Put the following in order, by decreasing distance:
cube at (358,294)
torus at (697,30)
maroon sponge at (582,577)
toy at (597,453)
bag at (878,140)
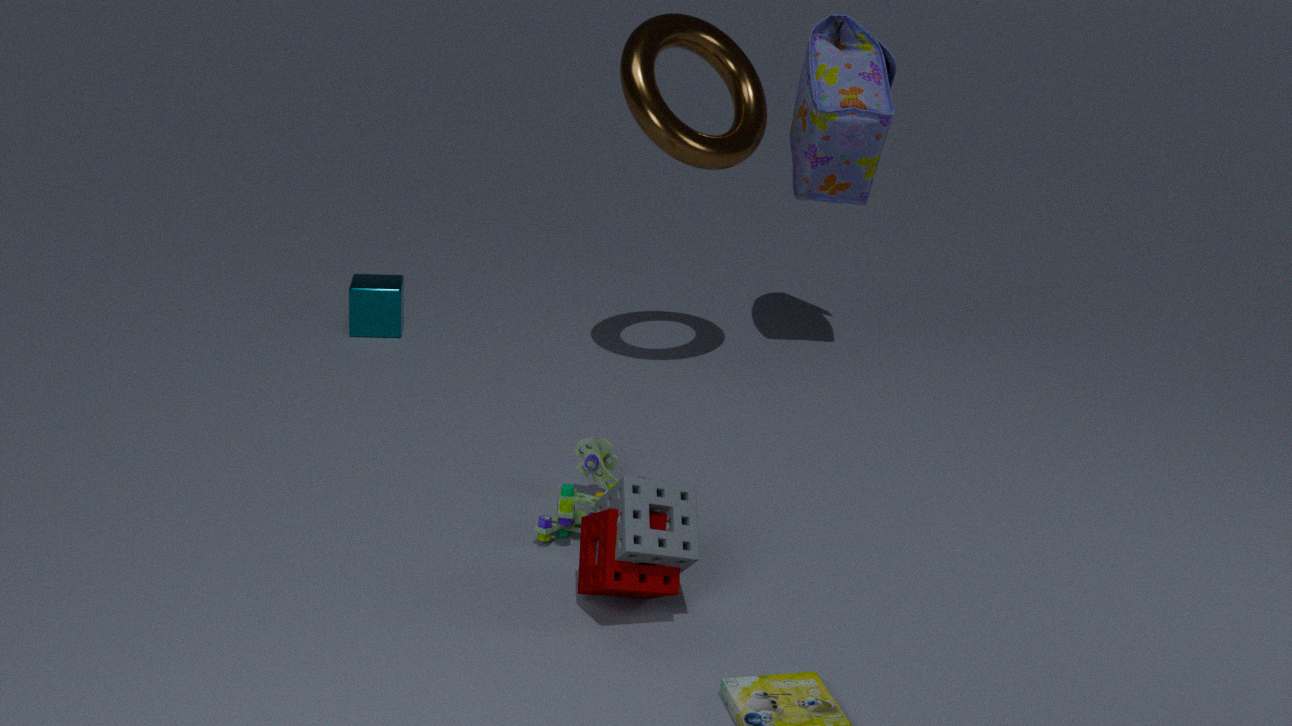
cube at (358,294) → bag at (878,140) → torus at (697,30) → toy at (597,453) → maroon sponge at (582,577)
